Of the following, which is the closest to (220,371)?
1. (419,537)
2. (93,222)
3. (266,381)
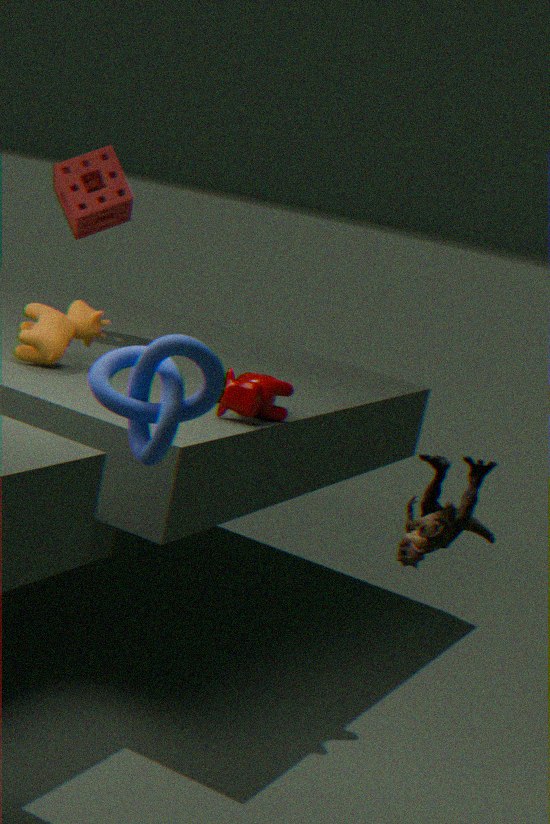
(419,537)
